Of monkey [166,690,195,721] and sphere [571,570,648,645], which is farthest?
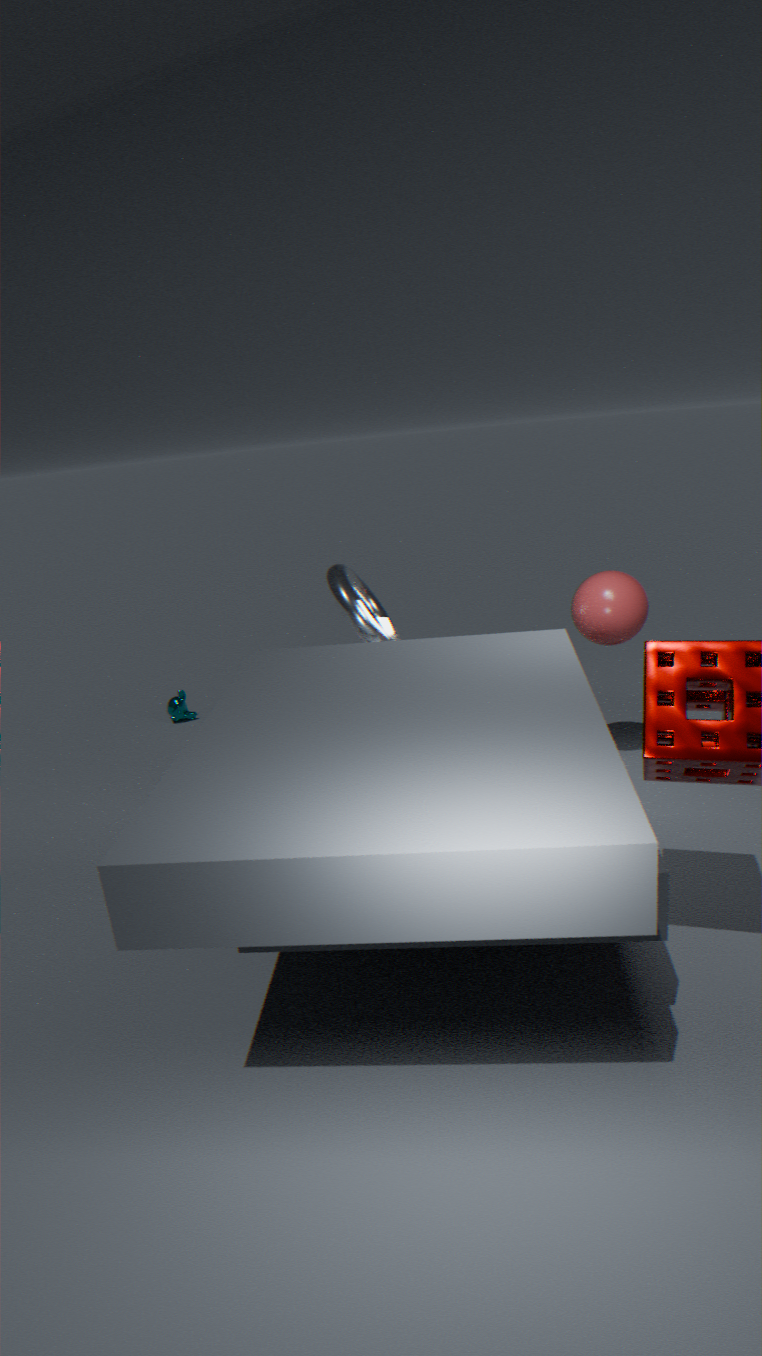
monkey [166,690,195,721]
